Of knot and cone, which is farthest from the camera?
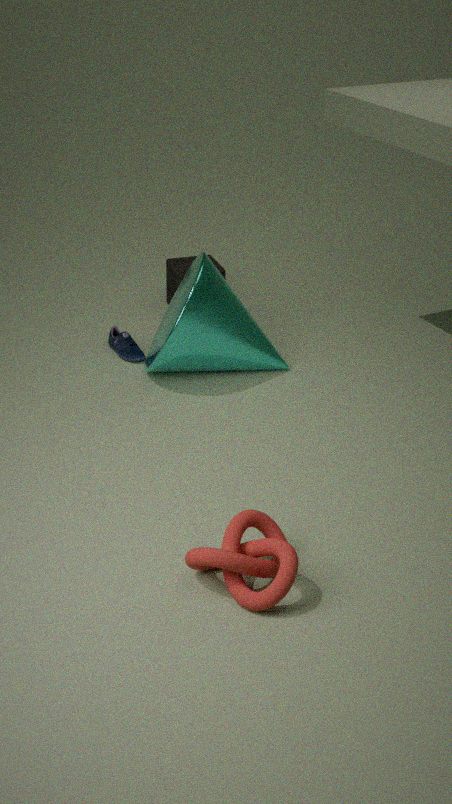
cone
